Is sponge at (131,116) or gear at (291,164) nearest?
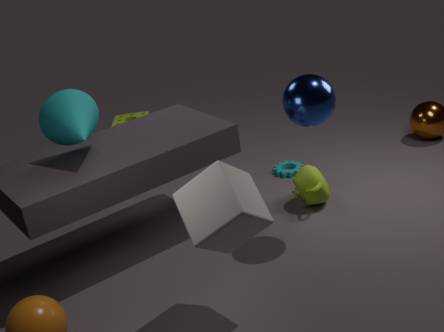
gear at (291,164)
